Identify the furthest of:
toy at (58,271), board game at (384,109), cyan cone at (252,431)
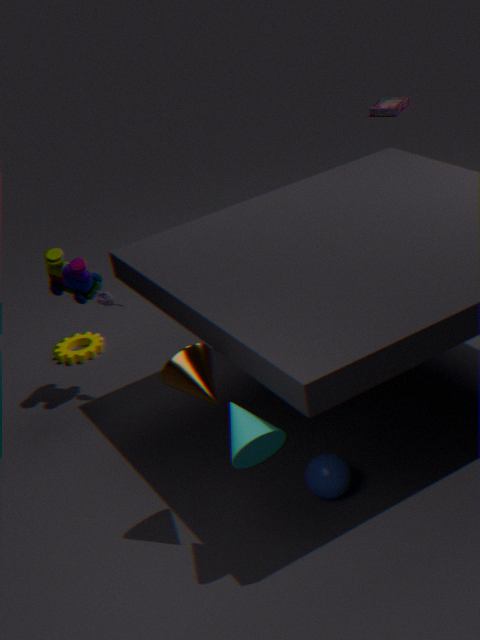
board game at (384,109)
